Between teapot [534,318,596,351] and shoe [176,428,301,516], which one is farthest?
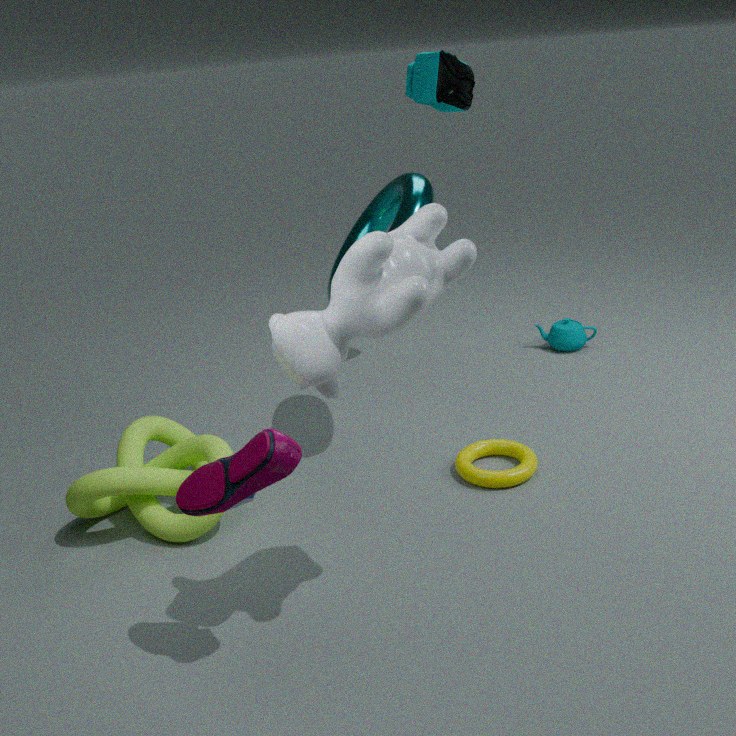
teapot [534,318,596,351]
